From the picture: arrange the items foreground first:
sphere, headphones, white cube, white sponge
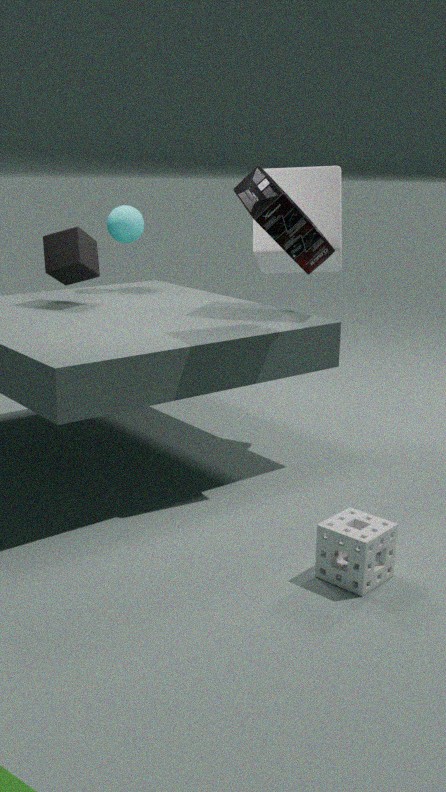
1. white sponge
2. headphones
3. white cube
4. sphere
